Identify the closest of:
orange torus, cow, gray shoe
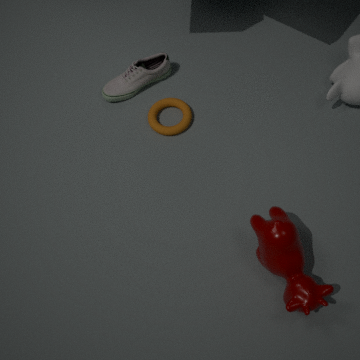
cow
